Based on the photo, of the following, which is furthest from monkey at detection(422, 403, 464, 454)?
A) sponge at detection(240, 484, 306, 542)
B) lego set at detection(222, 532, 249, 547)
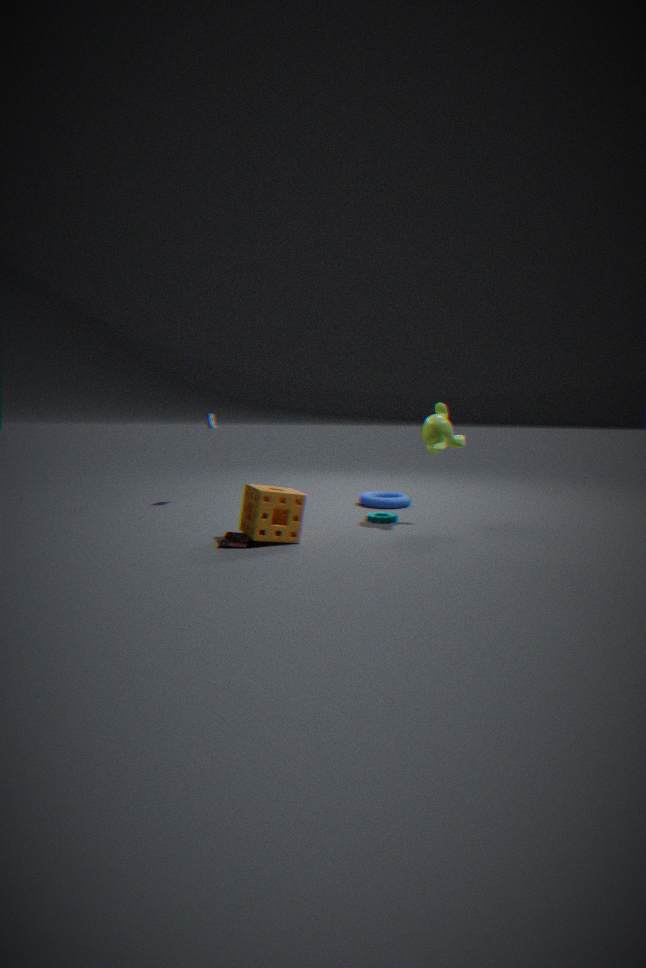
lego set at detection(222, 532, 249, 547)
